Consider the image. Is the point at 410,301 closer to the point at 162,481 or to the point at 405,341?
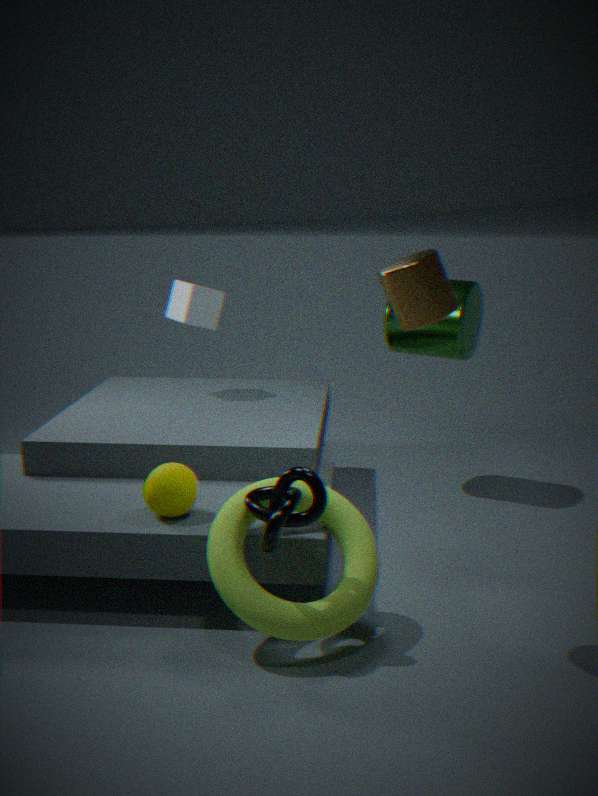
the point at 162,481
